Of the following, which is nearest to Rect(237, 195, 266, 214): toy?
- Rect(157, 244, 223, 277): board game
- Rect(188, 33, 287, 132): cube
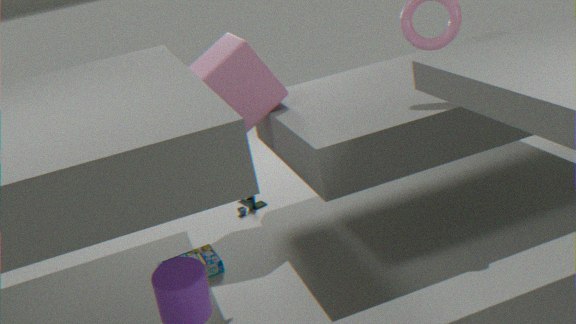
Rect(188, 33, 287, 132): cube
